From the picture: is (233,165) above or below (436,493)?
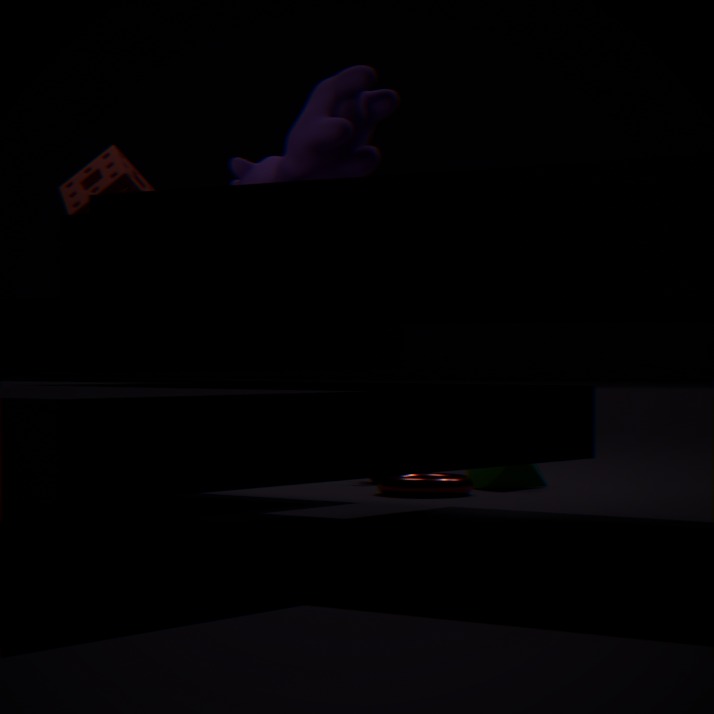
above
